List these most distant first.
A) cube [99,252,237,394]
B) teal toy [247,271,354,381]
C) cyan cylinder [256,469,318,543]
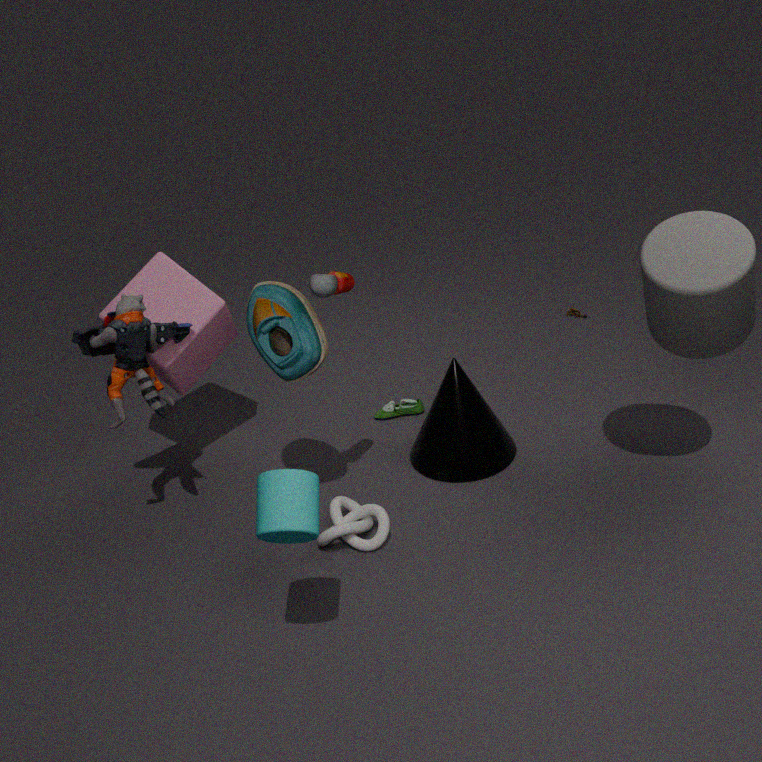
cube [99,252,237,394]
teal toy [247,271,354,381]
cyan cylinder [256,469,318,543]
